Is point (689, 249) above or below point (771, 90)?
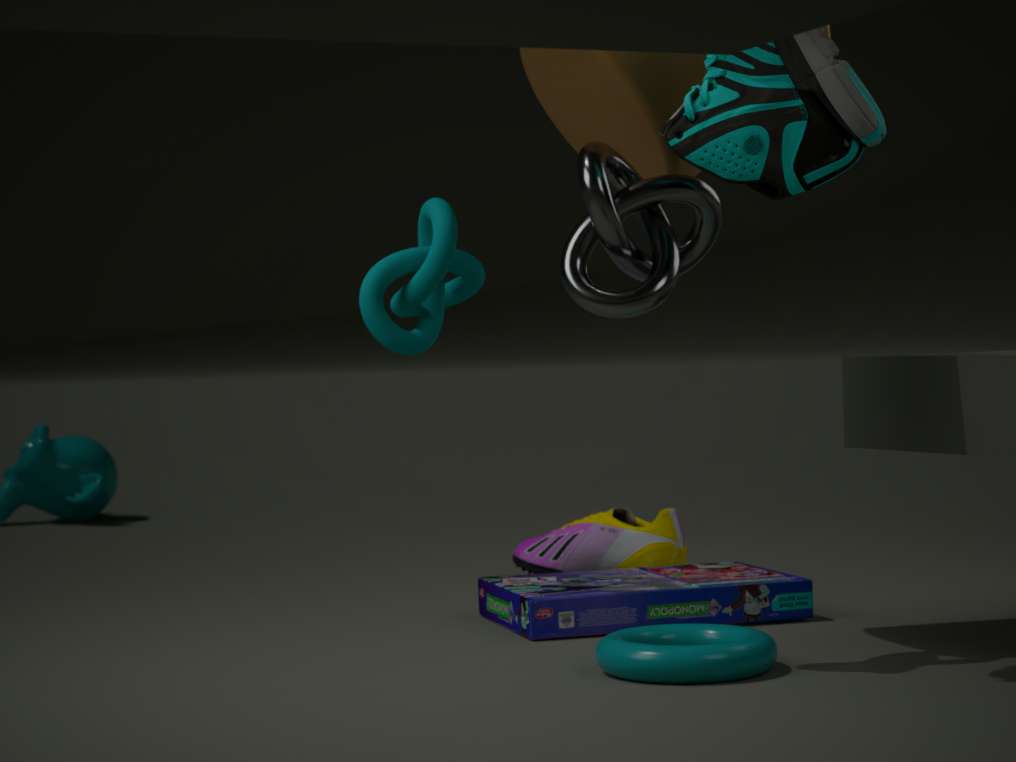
below
